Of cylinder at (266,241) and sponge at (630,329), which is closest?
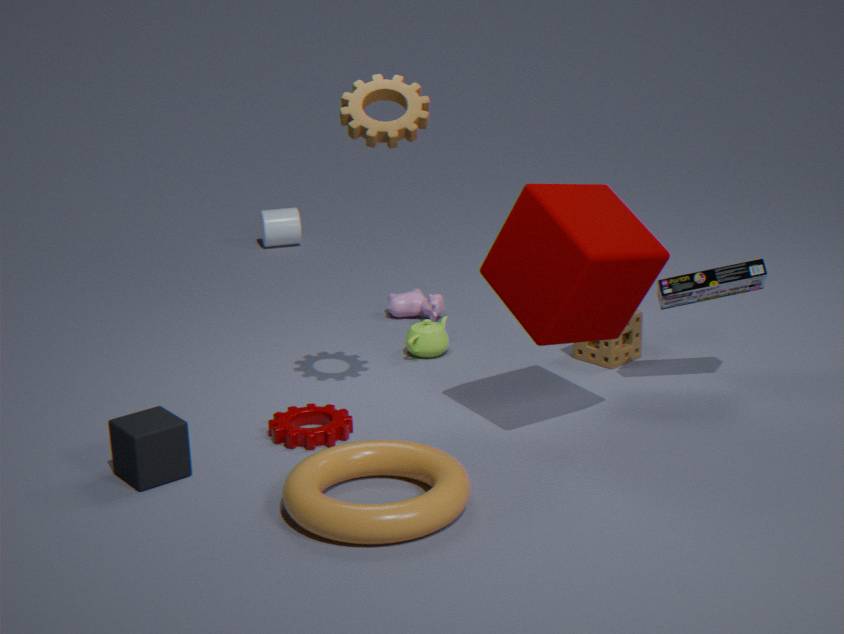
sponge at (630,329)
